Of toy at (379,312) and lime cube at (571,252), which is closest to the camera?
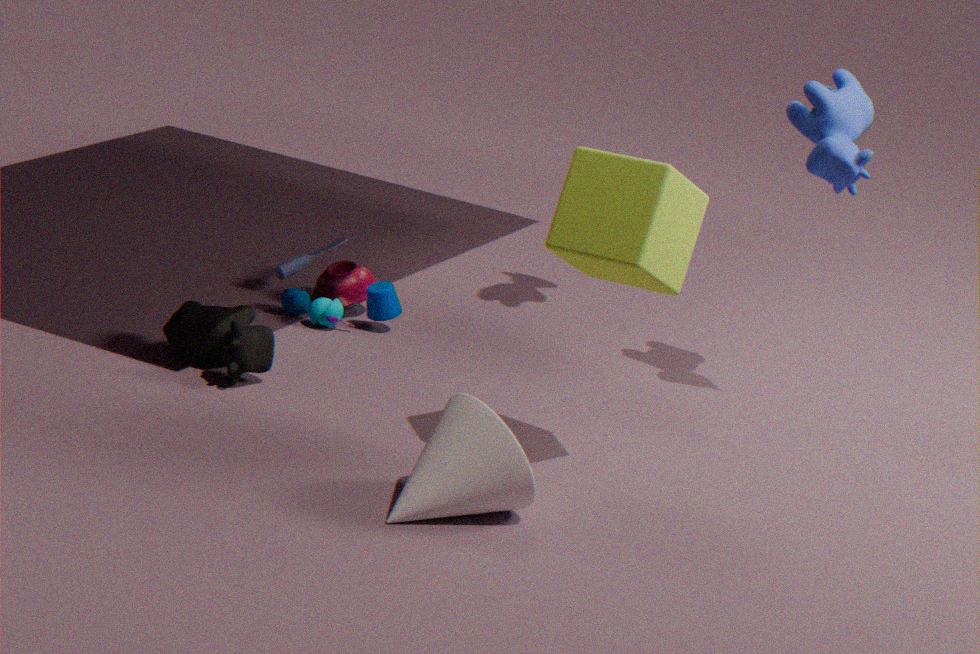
lime cube at (571,252)
